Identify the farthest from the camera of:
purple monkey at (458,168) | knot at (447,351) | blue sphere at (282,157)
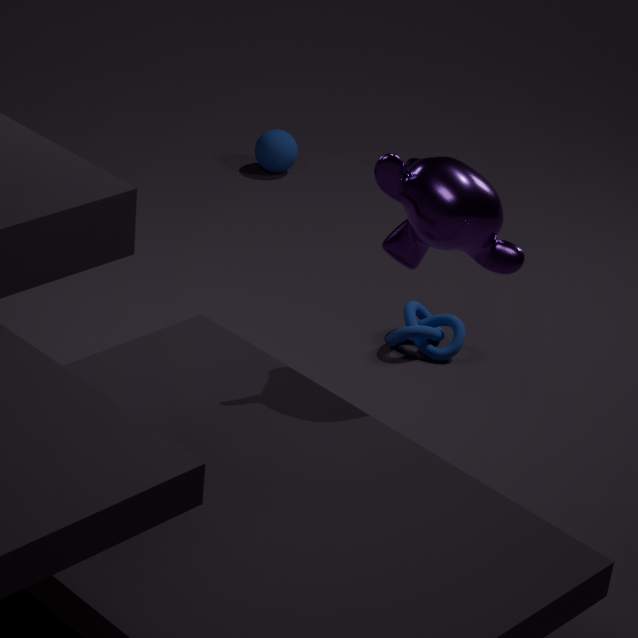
blue sphere at (282,157)
